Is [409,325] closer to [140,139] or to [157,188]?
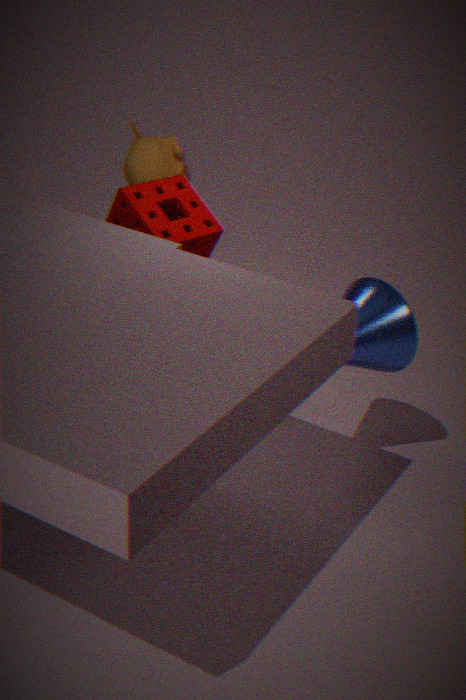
[157,188]
